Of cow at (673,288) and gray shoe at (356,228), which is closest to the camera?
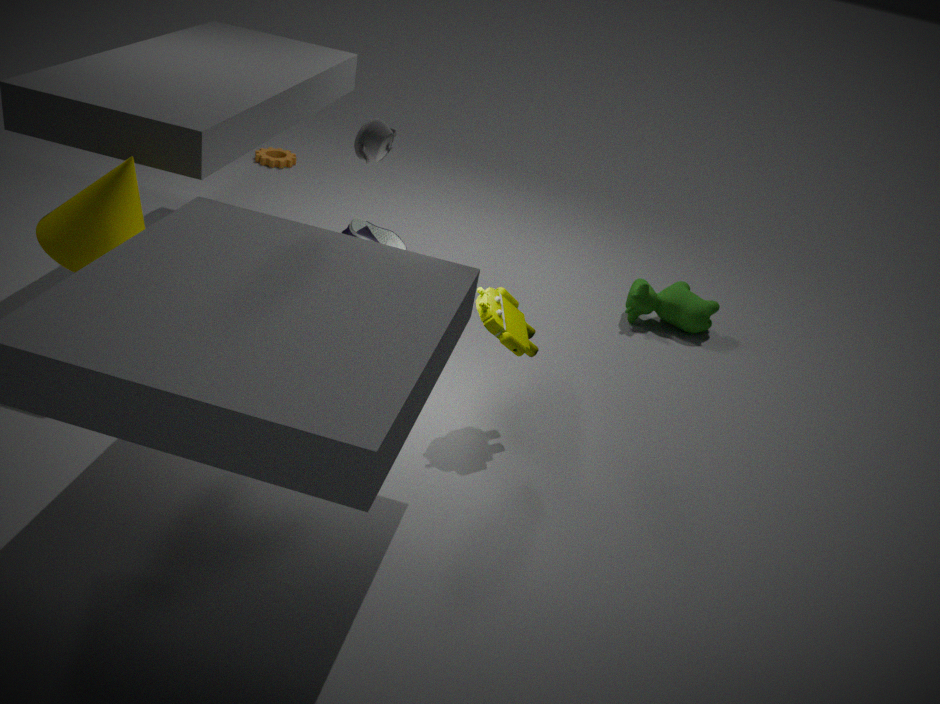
gray shoe at (356,228)
